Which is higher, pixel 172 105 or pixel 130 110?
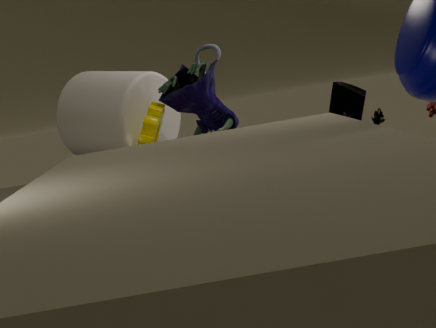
pixel 130 110
